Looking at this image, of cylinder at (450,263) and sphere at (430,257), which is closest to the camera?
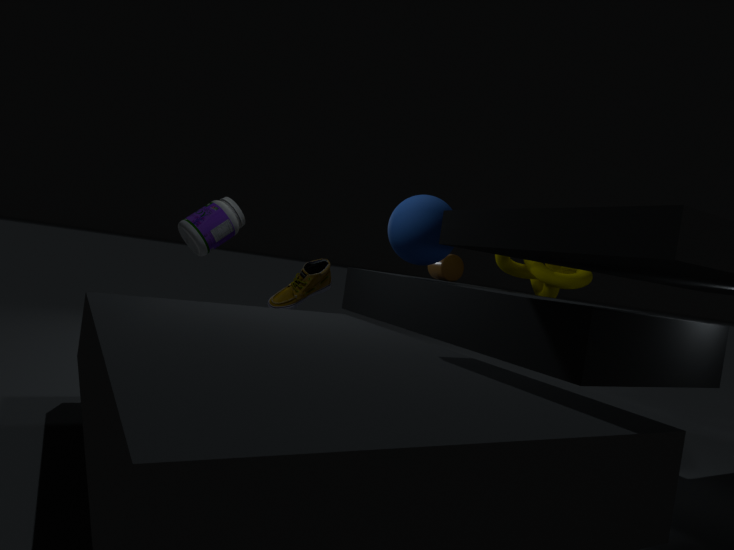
sphere at (430,257)
